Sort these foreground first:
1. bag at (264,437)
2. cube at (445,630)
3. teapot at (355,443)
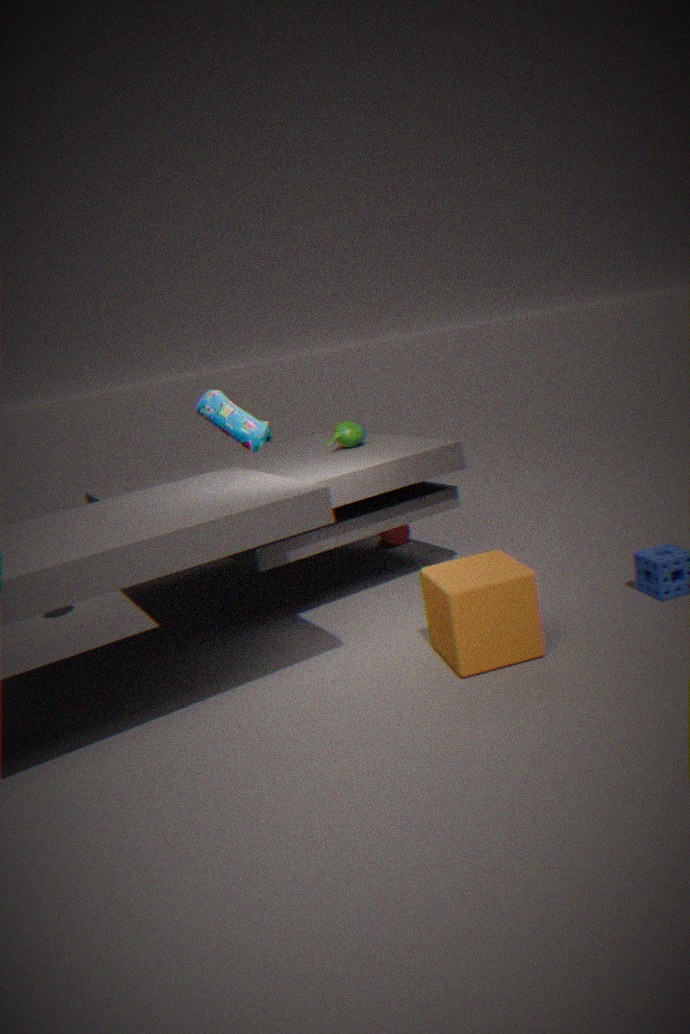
cube at (445,630) → bag at (264,437) → teapot at (355,443)
